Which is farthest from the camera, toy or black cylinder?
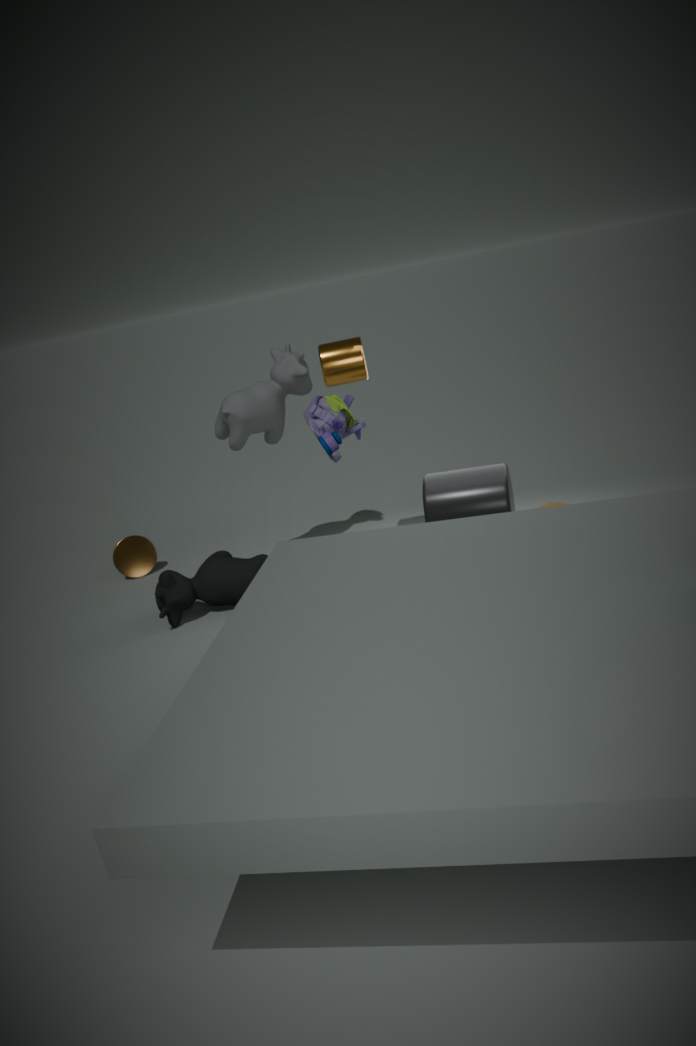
black cylinder
